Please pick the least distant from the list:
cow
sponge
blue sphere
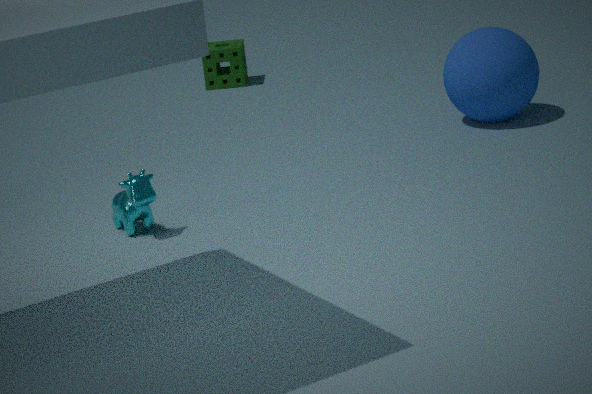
cow
